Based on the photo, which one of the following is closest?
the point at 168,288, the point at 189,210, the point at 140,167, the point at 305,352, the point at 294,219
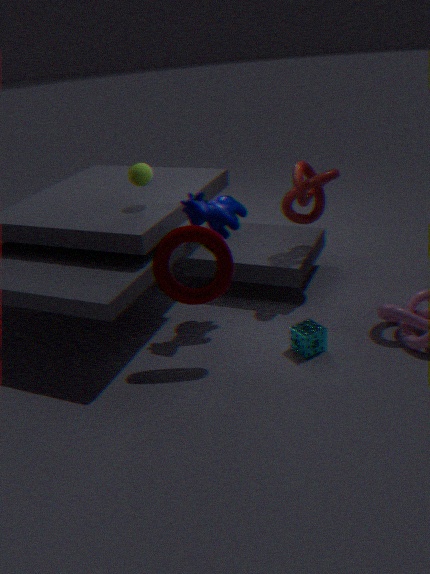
the point at 168,288
